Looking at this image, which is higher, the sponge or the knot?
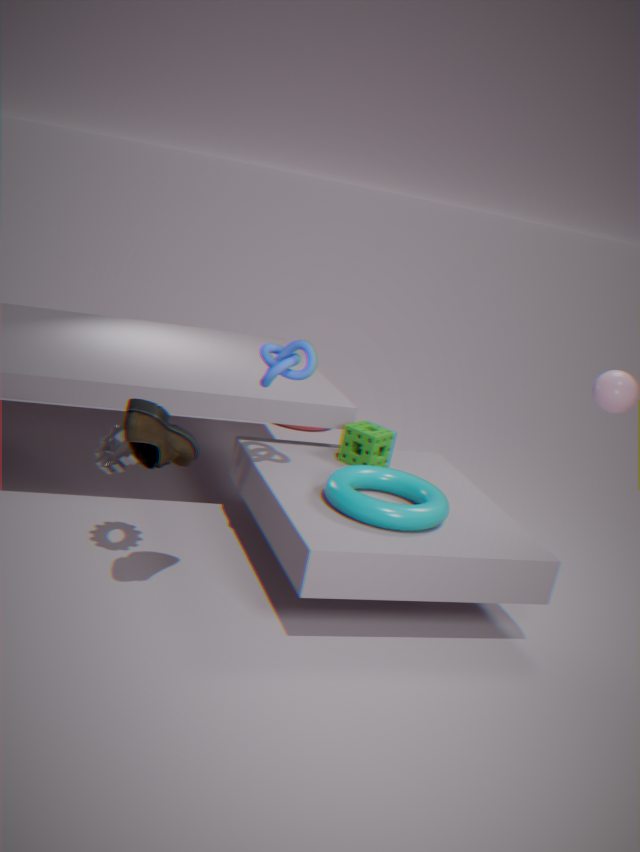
the knot
